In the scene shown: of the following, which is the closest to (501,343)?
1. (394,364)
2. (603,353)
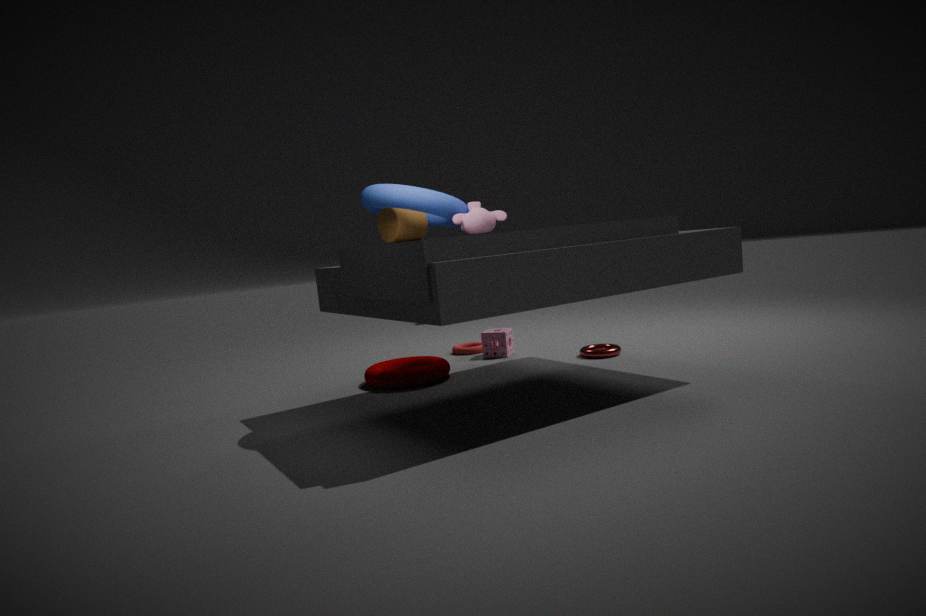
(603,353)
